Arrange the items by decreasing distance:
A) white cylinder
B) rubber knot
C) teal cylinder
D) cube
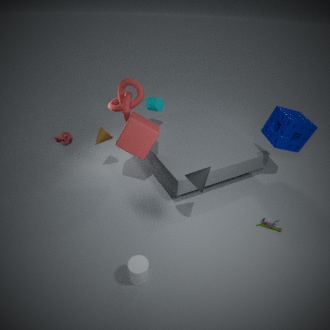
1. B. rubber knot
2. C. teal cylinder
3. D. cube
4. A. white cylinder
